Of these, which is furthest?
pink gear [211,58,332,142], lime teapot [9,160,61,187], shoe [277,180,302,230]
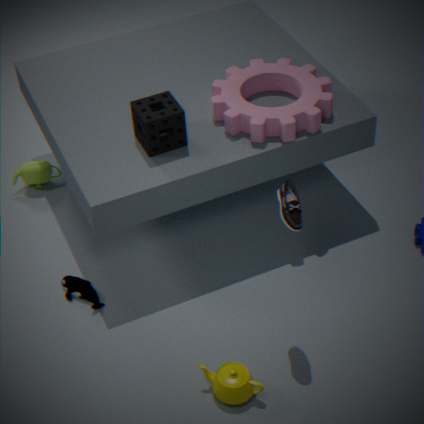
lime teapot [9,160,61,187]
